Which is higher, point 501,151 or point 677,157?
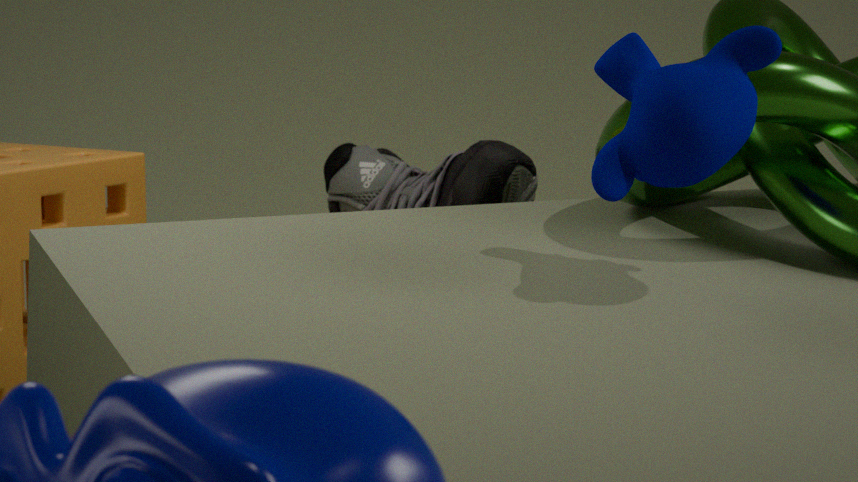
point 677,157
